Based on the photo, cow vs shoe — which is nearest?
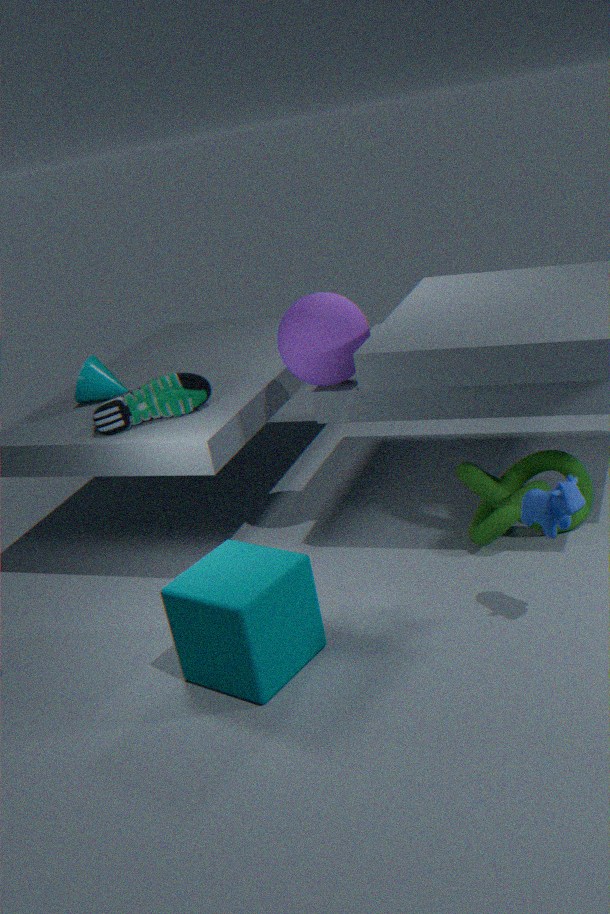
cow
